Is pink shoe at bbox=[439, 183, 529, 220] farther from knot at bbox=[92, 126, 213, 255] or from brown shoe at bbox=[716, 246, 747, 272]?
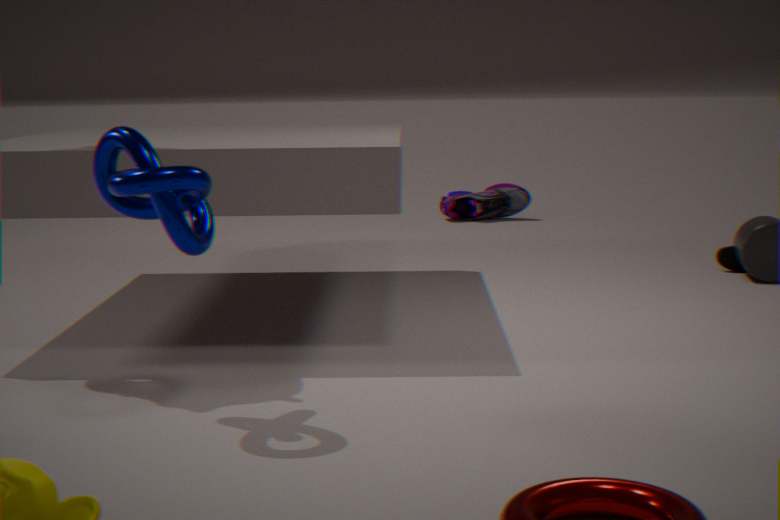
knot at bbox=[92, 126, 213, 255]
